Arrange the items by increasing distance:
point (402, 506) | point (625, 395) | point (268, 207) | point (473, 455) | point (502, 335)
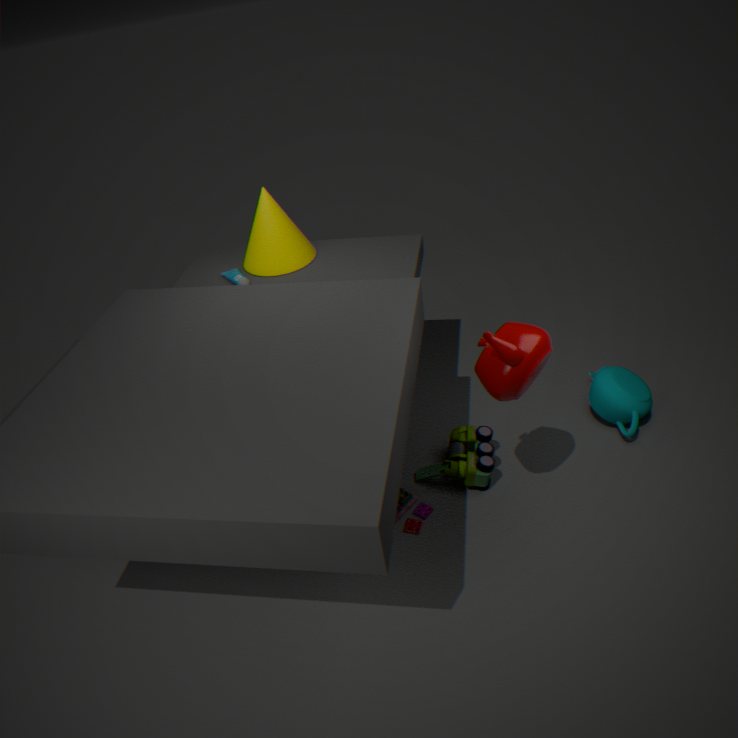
point (502, 335) → point (402, 506) → point (473, 455) → point (625, 395) → point (268, 207)
